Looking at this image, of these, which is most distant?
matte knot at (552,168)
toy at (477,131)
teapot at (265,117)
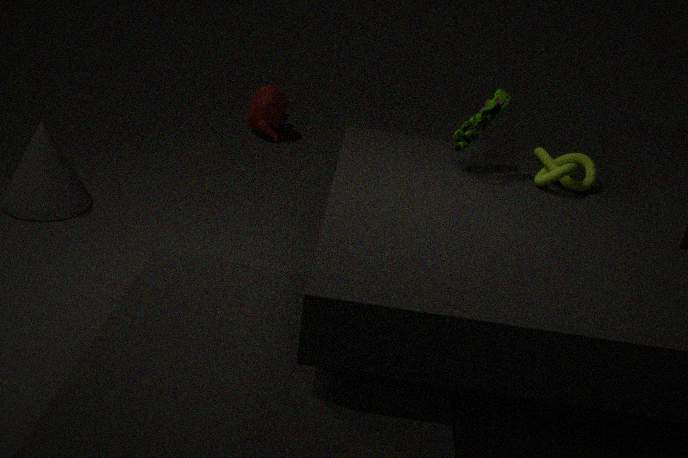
teapot at (265,117)
